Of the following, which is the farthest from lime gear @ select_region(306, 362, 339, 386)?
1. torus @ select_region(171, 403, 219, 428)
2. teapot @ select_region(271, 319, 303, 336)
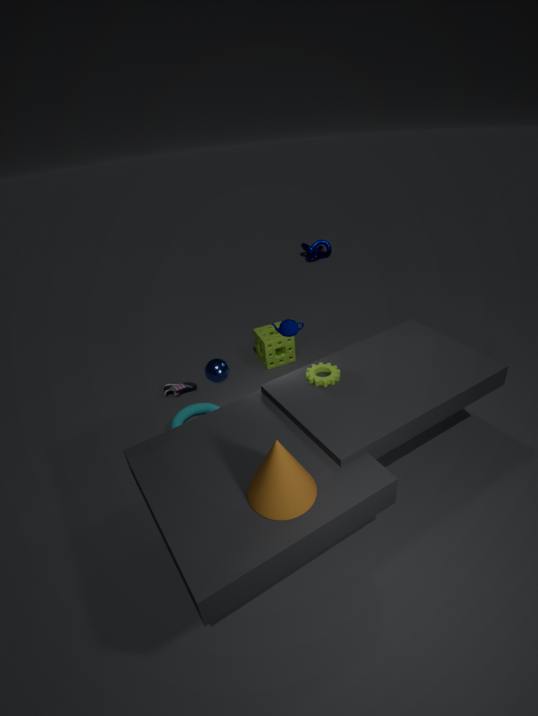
torus @ select_region(171, 403, 219, 428)
